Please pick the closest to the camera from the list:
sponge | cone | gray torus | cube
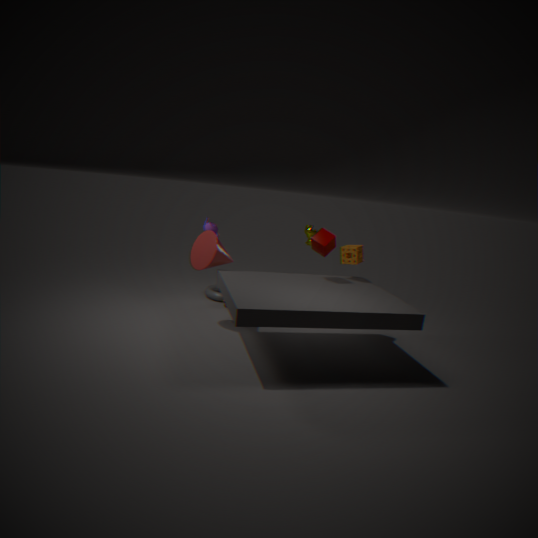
cube
